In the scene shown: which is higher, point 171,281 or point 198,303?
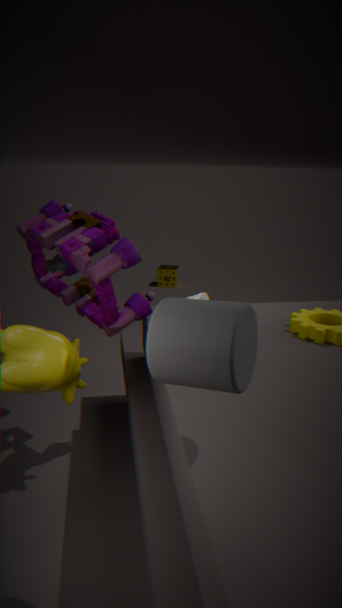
point 198,303
